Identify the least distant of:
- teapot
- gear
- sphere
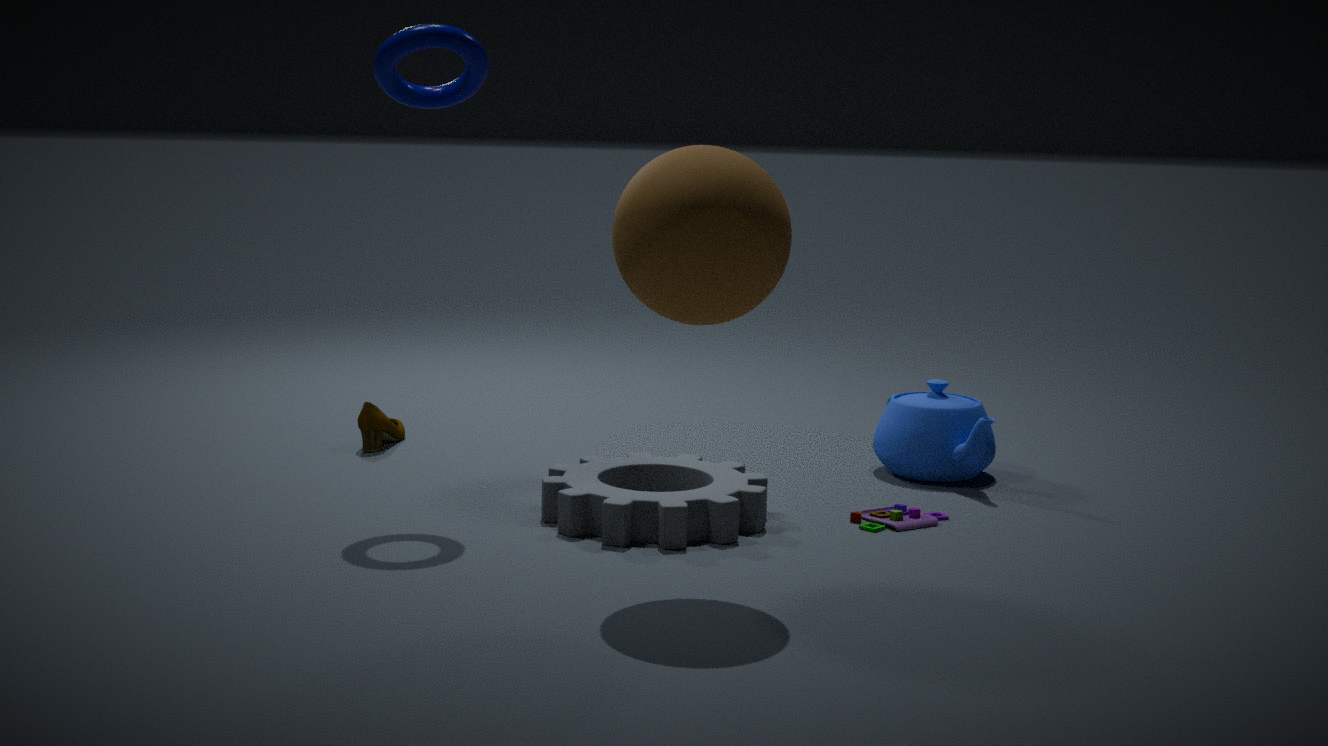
sphere
